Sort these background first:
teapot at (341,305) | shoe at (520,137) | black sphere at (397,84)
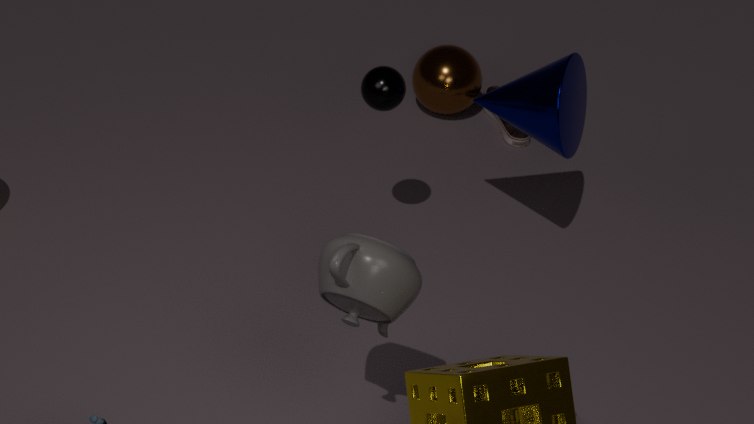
shoe at (520,137)
black sphere at (397,84)
teapot at (341,305)
